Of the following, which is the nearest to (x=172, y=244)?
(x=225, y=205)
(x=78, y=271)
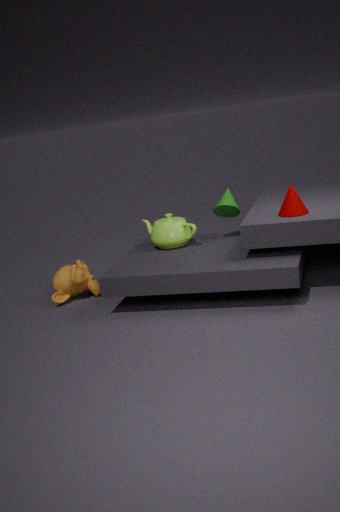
(x=225, y=205)
